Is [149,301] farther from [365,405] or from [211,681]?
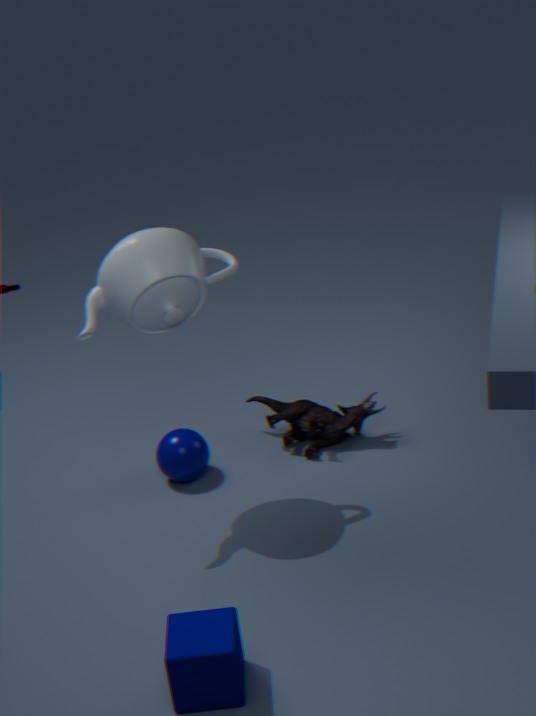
[211,681]
